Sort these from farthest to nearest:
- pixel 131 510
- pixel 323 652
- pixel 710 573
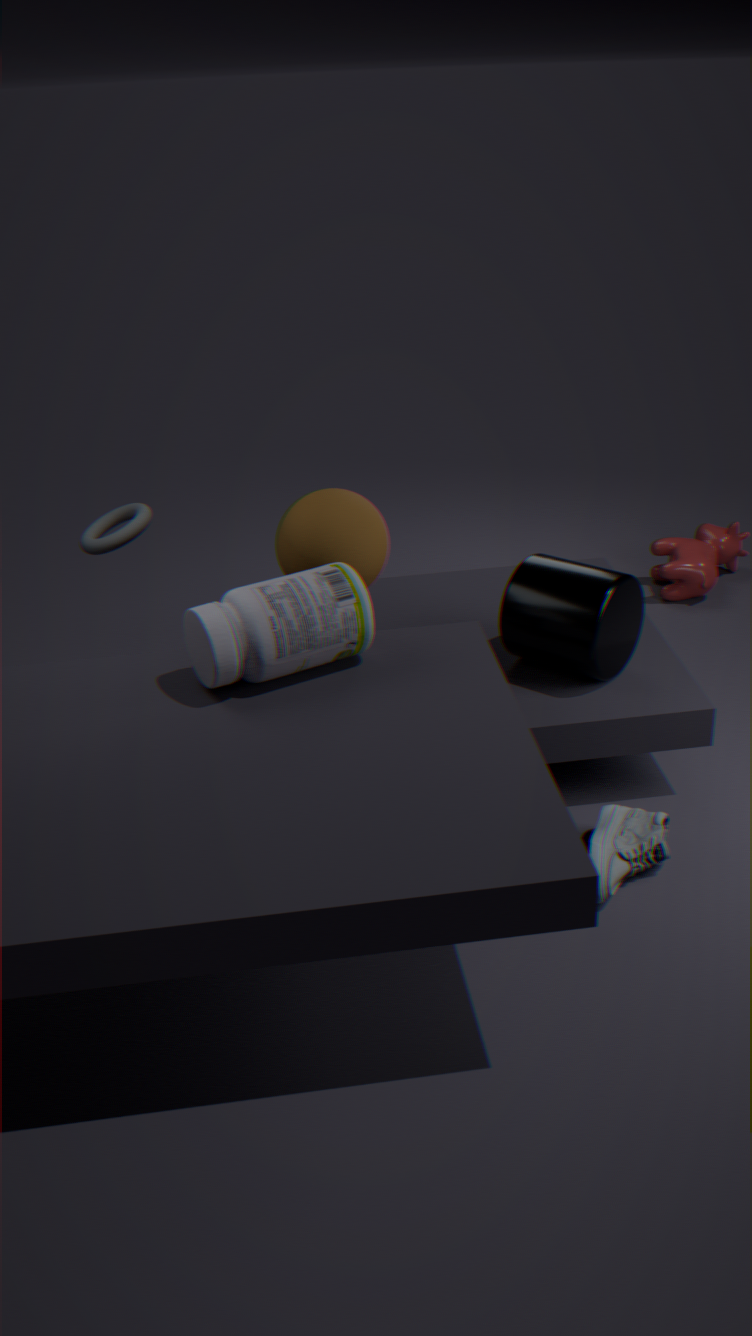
pixel 710 573
pixel 131 510
pixel 323 652
